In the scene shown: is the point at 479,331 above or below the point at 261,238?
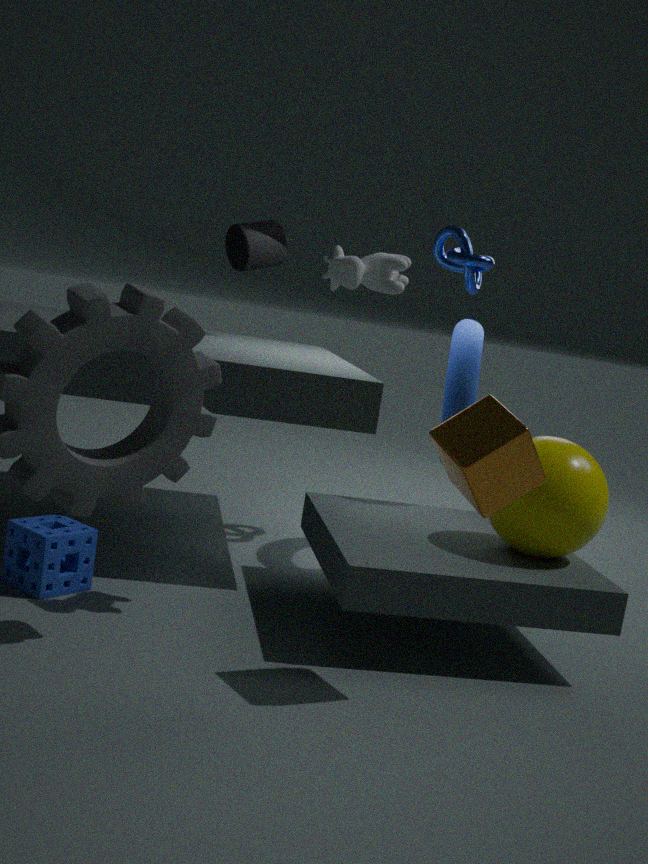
below
